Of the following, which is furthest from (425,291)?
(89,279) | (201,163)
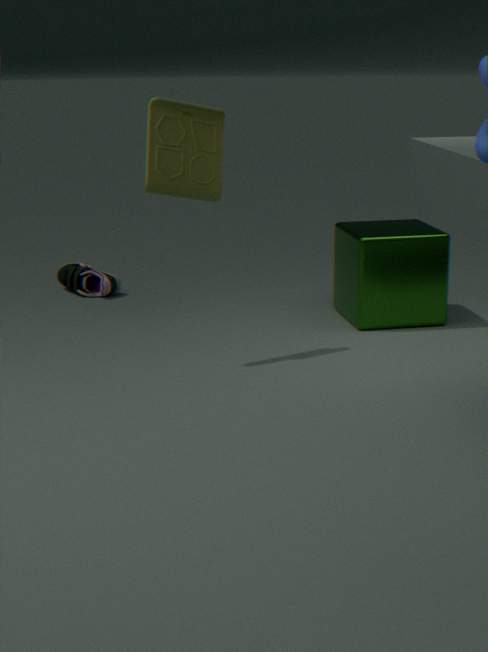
(89,279)
